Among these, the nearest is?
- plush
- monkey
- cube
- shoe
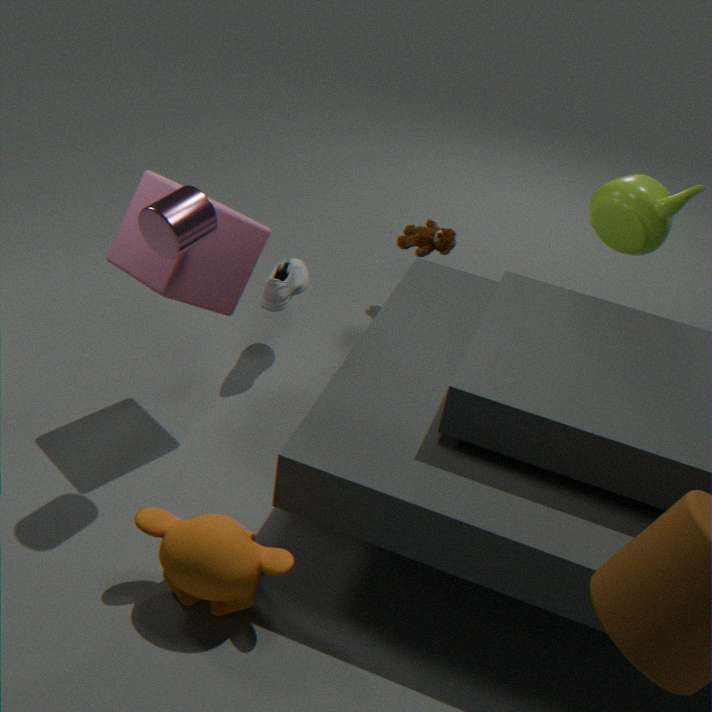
monkey
